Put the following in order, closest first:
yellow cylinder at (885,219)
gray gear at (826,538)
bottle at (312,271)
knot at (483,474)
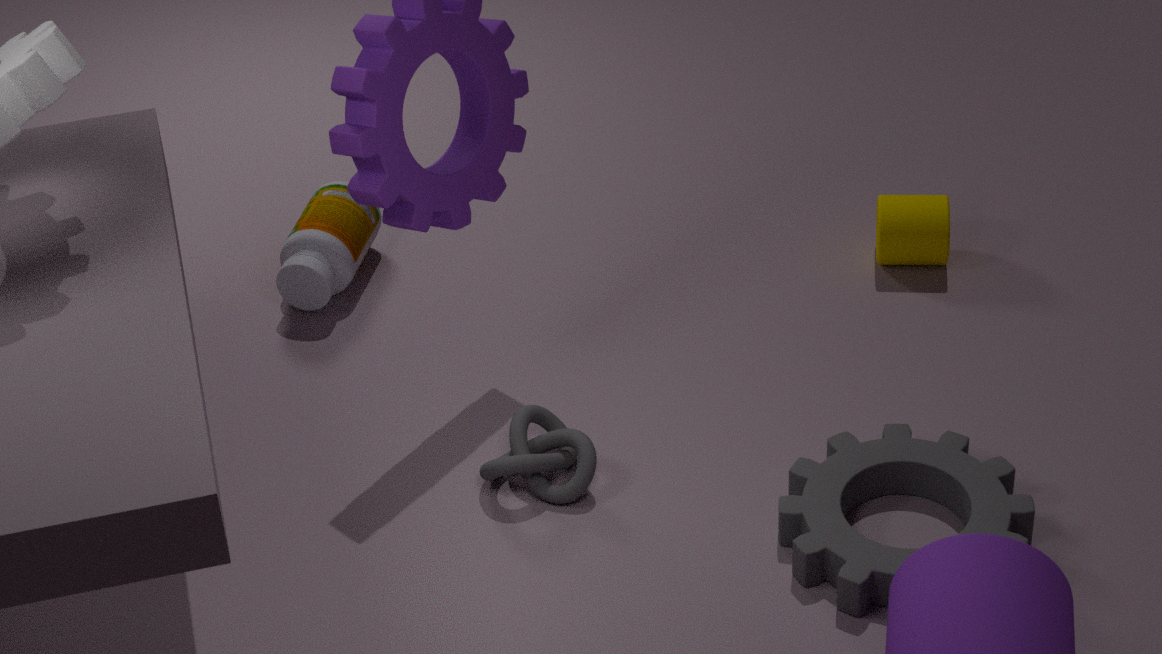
gray gear at (826,538)
knot at (483,474)
bottle at (312,271)
yellow cylinder at (885,219)
